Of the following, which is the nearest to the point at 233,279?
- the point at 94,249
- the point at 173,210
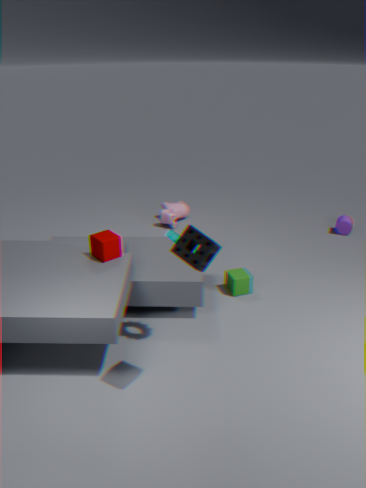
the point at 94,249
